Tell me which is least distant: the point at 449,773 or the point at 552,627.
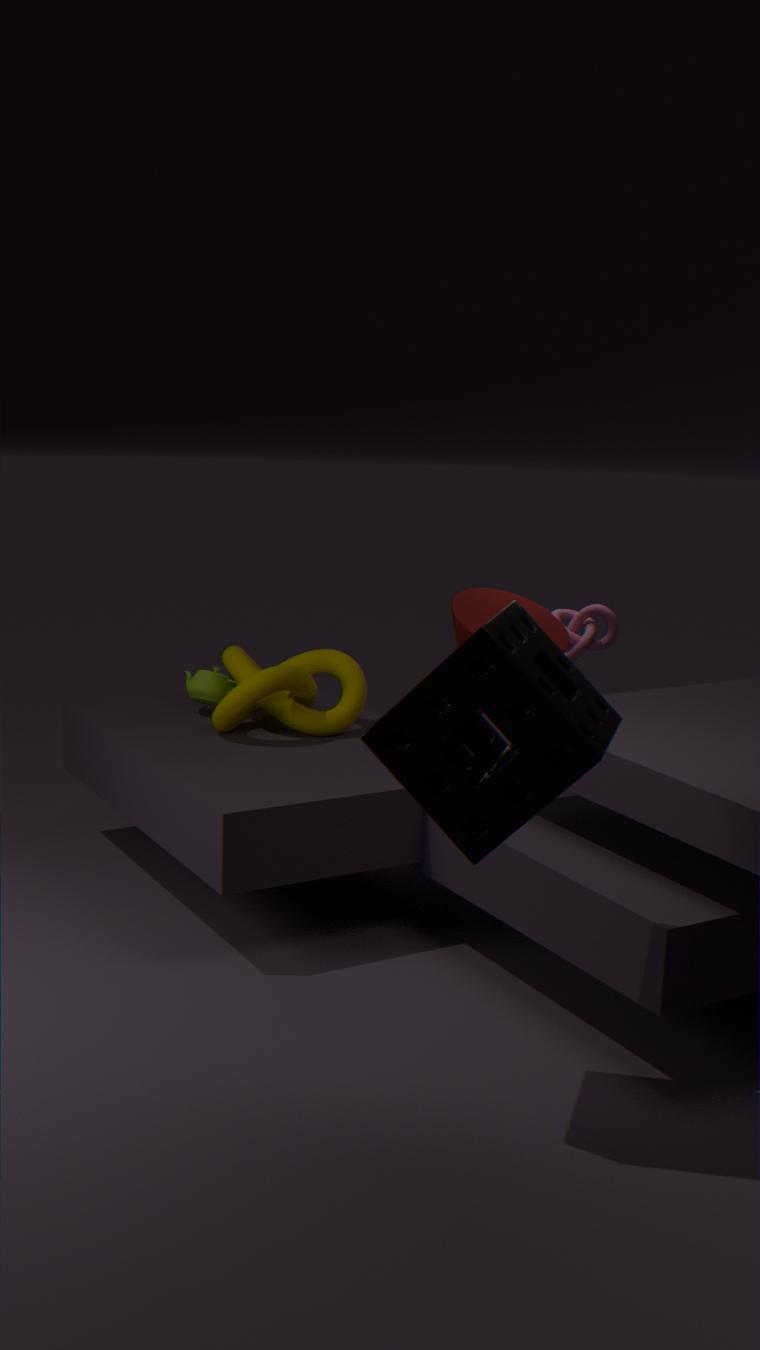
the point at 449,773
